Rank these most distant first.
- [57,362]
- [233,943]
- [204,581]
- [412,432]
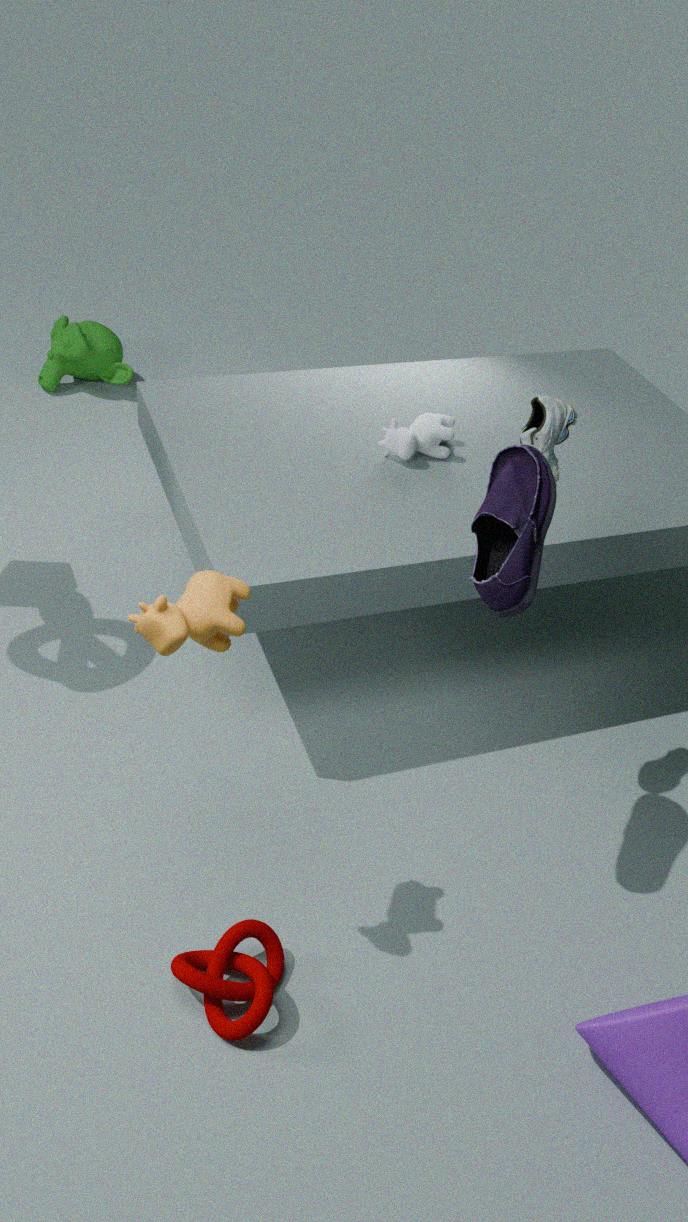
[57,362] < [412,432] < [233,943] < [204,581]
